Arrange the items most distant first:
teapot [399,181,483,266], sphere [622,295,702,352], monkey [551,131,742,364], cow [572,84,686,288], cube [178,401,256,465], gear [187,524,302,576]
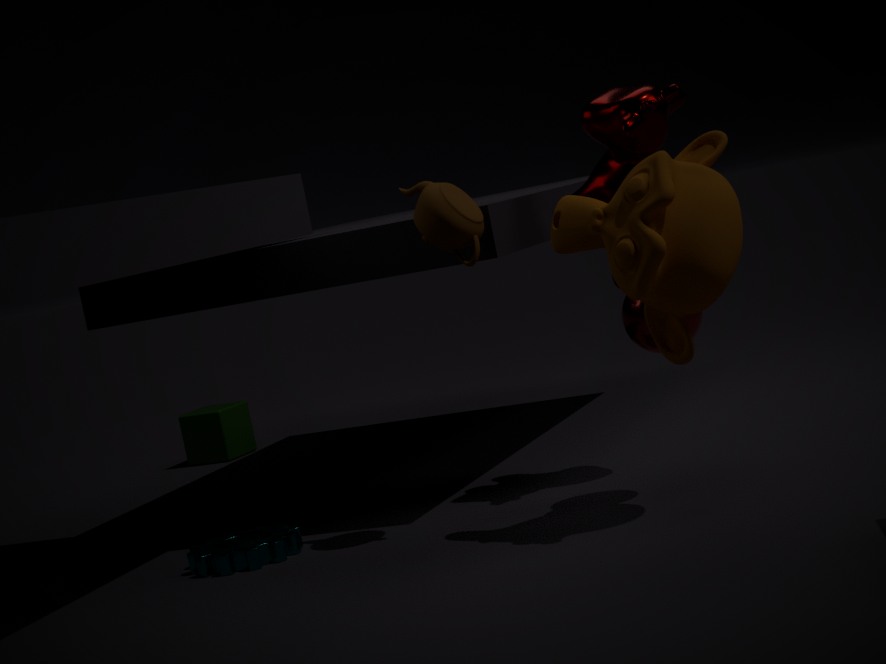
cube [178,401,256,465]
gear [187,524,302,576]
cow [572,84,686,288]
sphere [622,295,702,352]
teapot [399,181,483,266]
monkey [551,131,742,364]
